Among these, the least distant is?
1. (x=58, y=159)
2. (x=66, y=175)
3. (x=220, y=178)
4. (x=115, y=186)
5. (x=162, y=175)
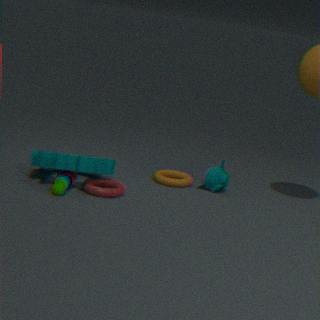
(x=58, y=159)
